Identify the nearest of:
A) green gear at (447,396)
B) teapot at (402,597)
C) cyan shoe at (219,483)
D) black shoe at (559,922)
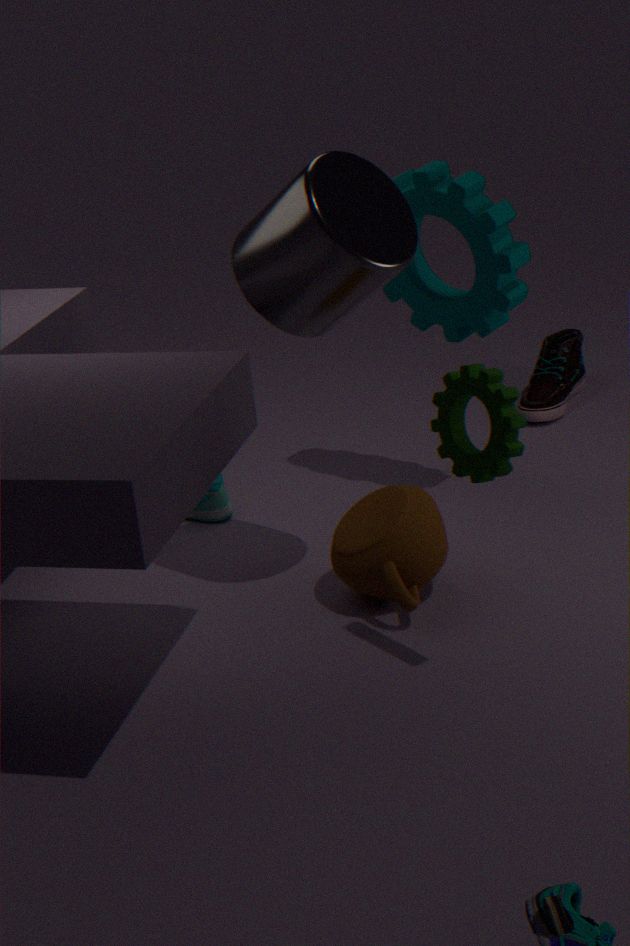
black shoe at (559,922)
